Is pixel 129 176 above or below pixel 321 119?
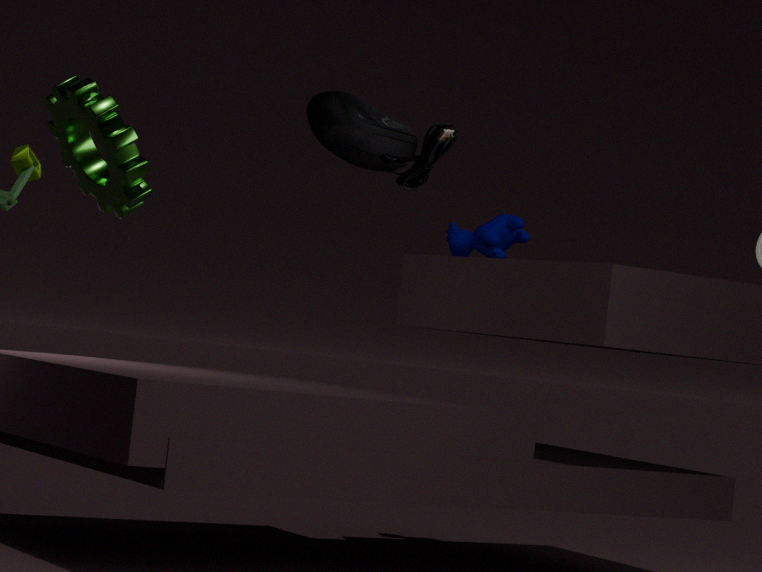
below
